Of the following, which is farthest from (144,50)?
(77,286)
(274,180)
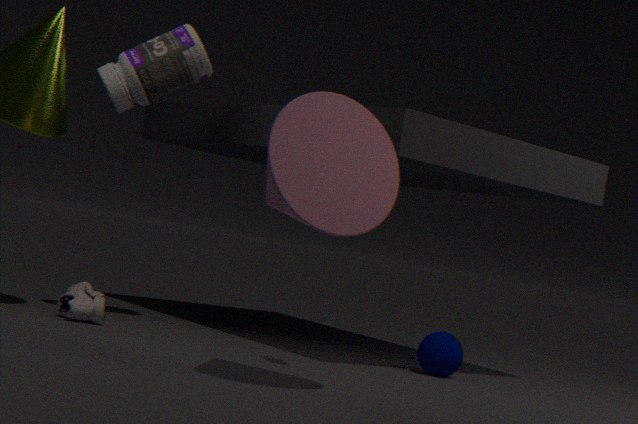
(274,180)
